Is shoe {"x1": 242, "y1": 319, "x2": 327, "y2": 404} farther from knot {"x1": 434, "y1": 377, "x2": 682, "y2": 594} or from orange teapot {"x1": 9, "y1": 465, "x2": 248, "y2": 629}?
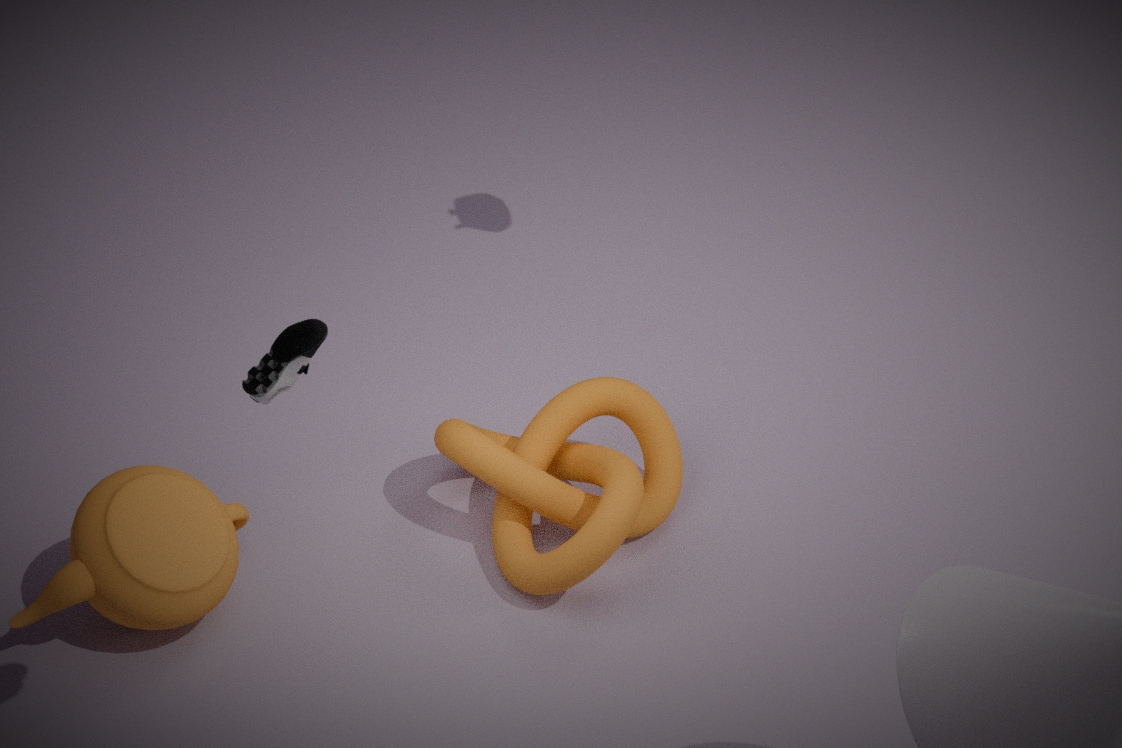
knot {"x1": 434, "y1": 377, "x2": 682, "y2": 594}
